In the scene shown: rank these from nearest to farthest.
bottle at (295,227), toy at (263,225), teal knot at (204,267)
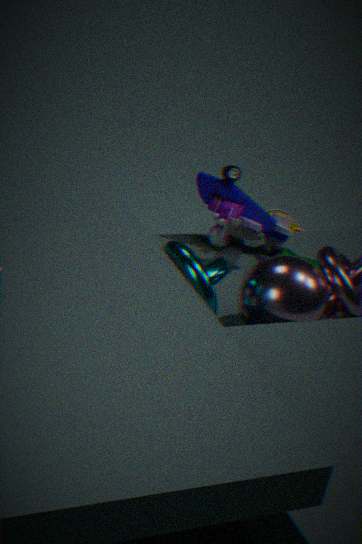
teal knot at (204,267)
toy at (263,225)
bottle at (295,227)
